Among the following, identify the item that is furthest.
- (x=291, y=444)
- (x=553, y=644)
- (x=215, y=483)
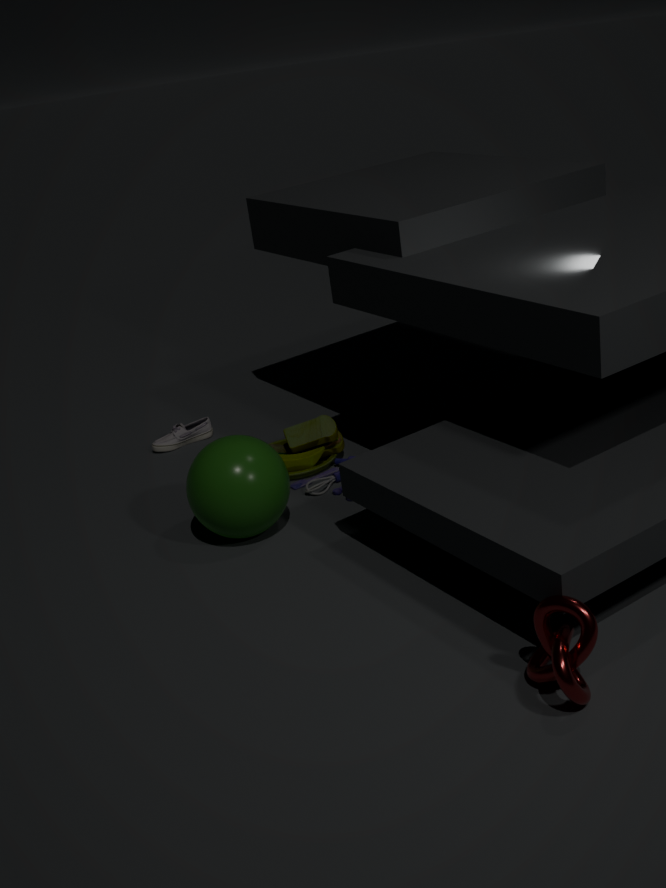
(x=291, y=444)
